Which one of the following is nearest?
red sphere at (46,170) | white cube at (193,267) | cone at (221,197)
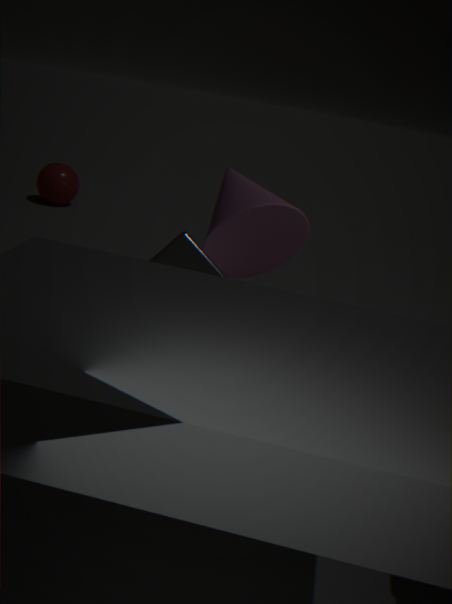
white cube at (193,267)
